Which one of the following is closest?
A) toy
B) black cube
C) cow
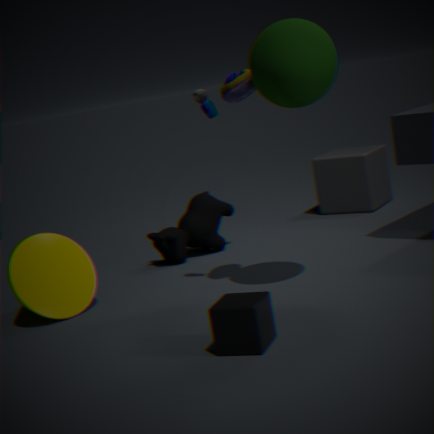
black cube
